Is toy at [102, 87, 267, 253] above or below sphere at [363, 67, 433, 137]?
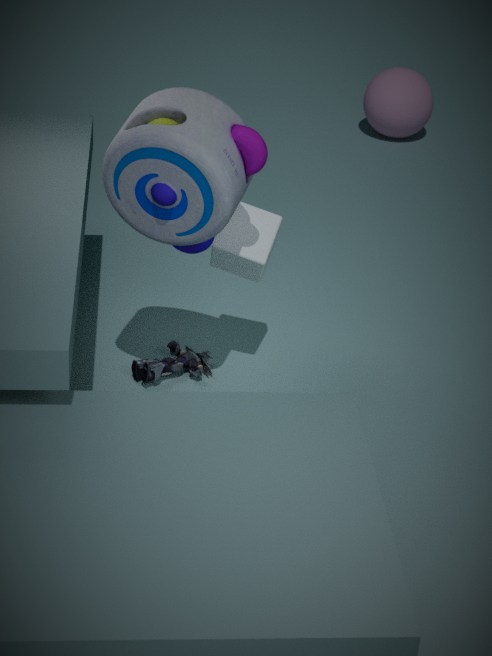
above
